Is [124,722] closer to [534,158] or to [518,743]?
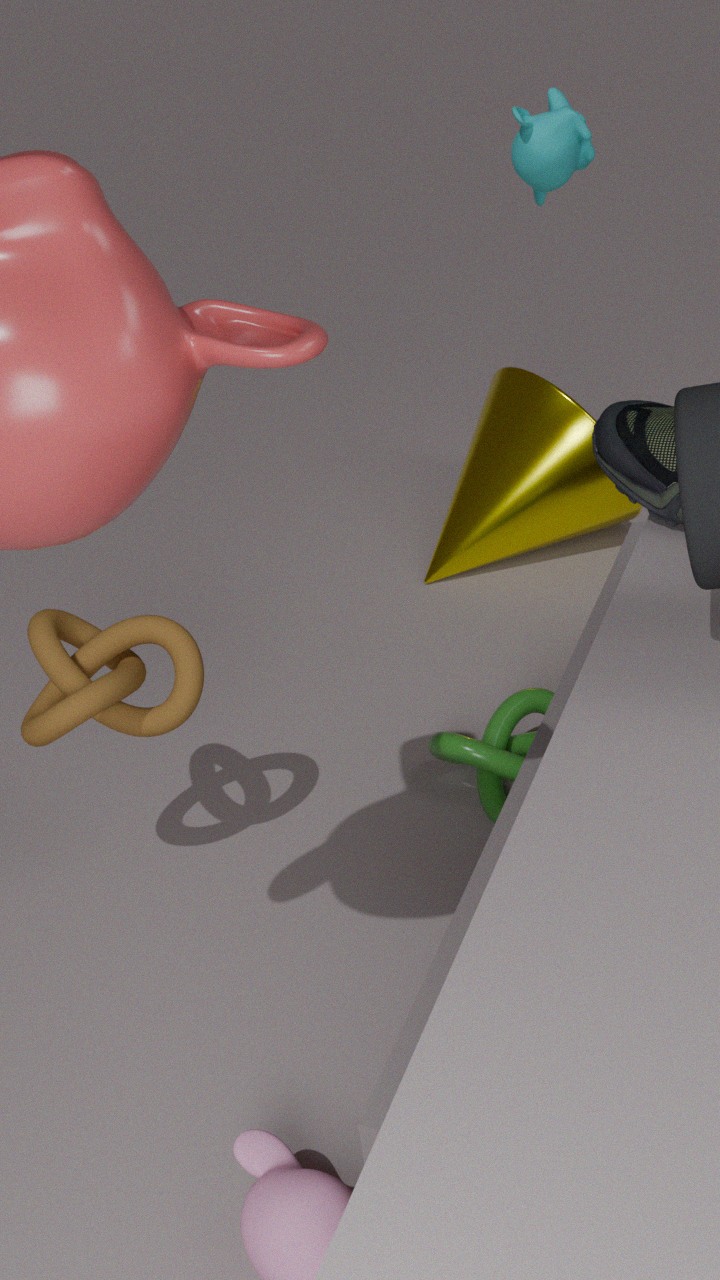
[518,743]
